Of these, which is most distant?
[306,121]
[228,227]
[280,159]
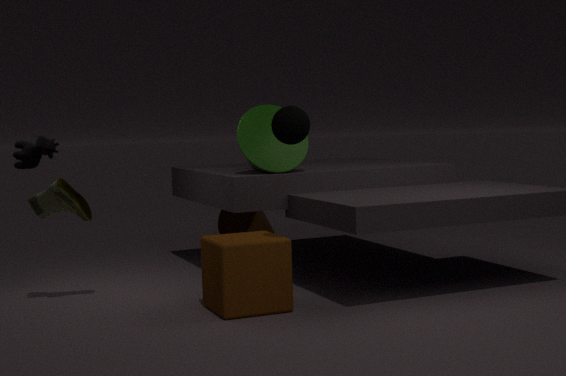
[228,227]
